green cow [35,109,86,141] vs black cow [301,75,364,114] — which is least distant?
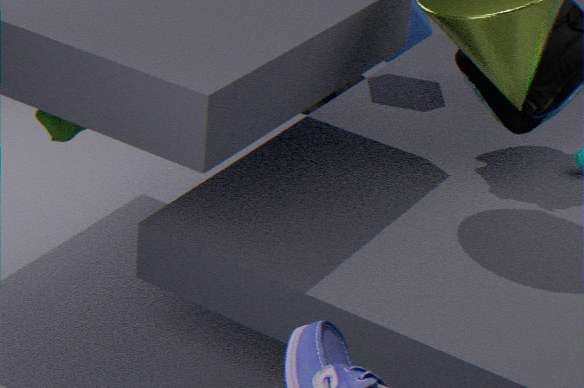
green cow [35,109,86,141]
